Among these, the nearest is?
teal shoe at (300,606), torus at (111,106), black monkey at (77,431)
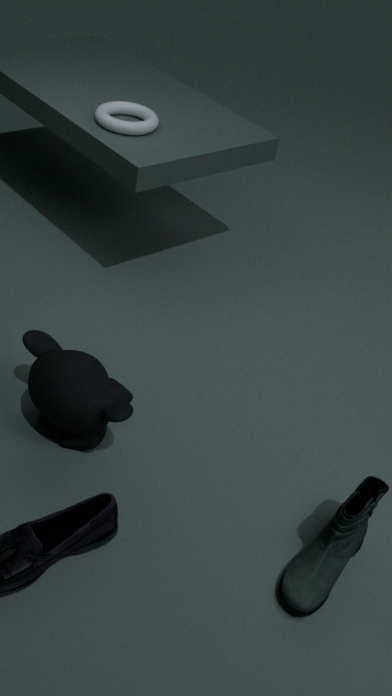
teal shoe at (300,606)
